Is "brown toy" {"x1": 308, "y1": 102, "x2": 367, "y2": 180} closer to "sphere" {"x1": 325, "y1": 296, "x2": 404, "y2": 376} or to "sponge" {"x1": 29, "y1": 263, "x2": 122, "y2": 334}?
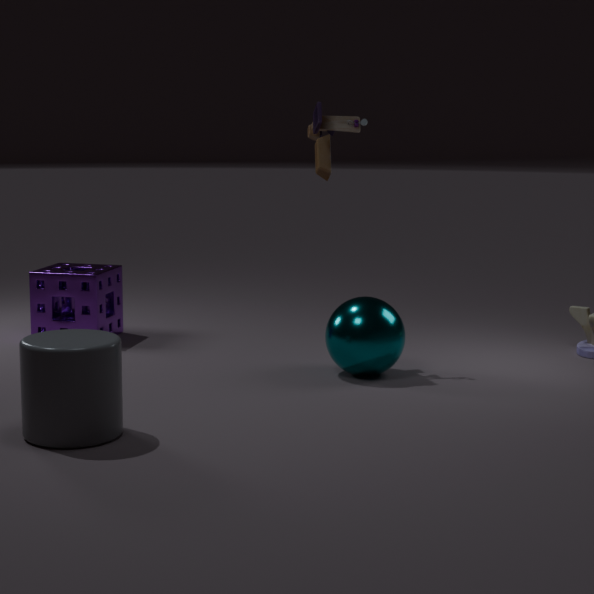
"sphere" {"x1": 325, "y1": 296, "x2": 404, "y2": 376}
